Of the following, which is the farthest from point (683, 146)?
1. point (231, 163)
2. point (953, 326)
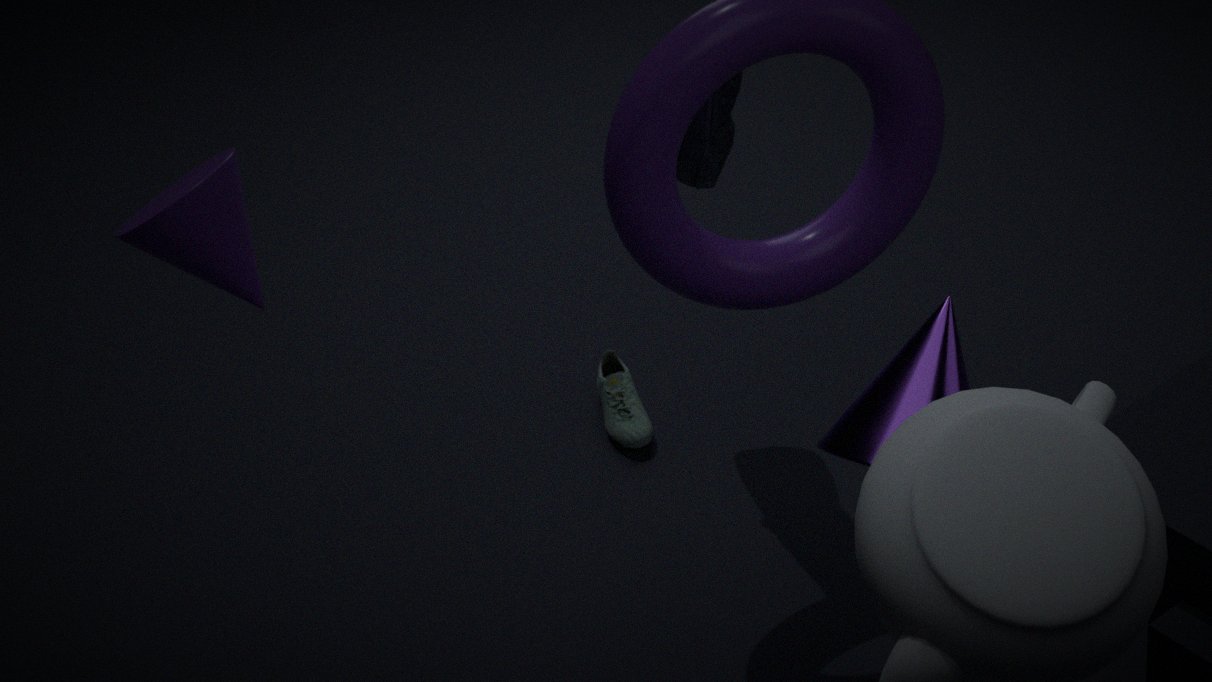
point (953, 326)
